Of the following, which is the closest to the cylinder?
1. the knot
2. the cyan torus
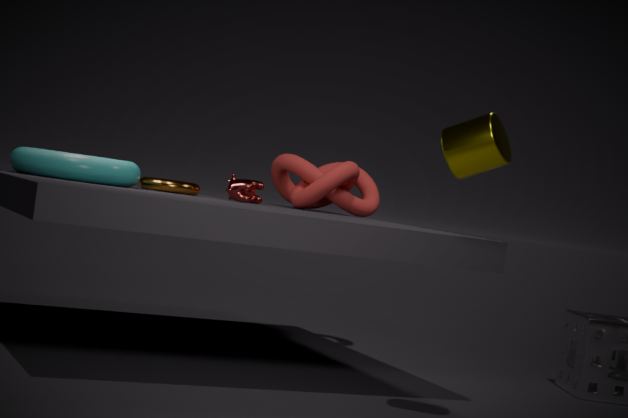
the knot
